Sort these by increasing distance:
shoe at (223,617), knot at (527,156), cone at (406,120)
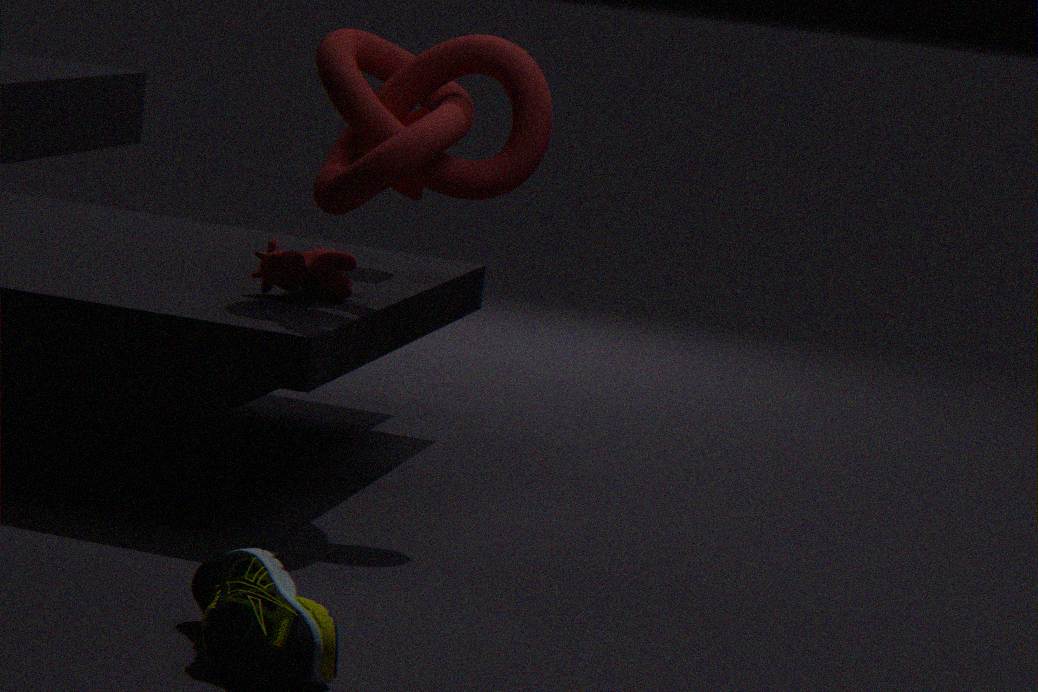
shoe at (223,617)
knot at (527,156)
cone at (406,120)
